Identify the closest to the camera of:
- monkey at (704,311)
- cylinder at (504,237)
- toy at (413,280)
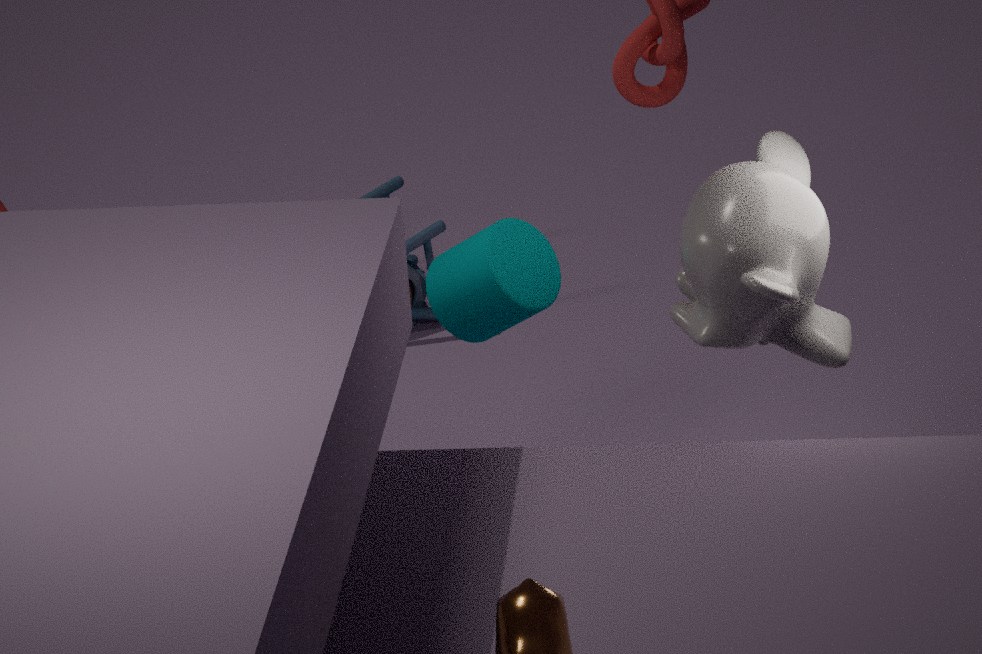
monkey at (704,311)
